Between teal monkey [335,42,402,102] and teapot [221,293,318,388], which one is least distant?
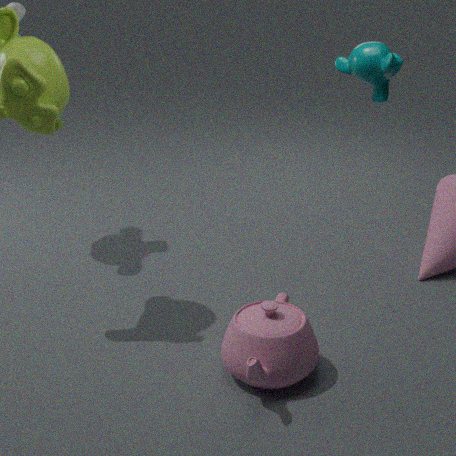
teal monkey [335,42,402,102]
